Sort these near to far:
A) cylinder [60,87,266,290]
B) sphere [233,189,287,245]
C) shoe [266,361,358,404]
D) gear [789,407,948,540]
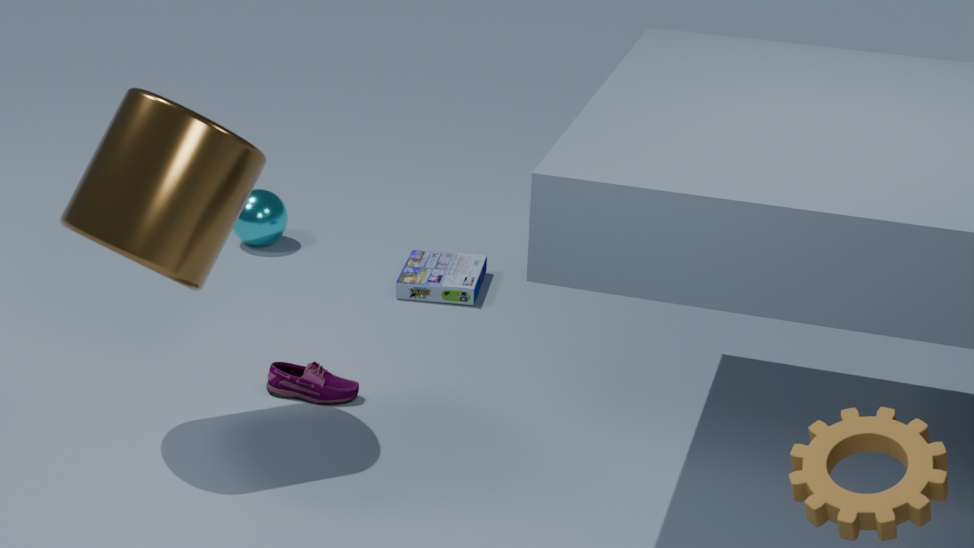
gear [789,407,948,540] → cylinder [60,87,266,290] → shoe [266,361,358,404] → sphere [233,189,287,245]
